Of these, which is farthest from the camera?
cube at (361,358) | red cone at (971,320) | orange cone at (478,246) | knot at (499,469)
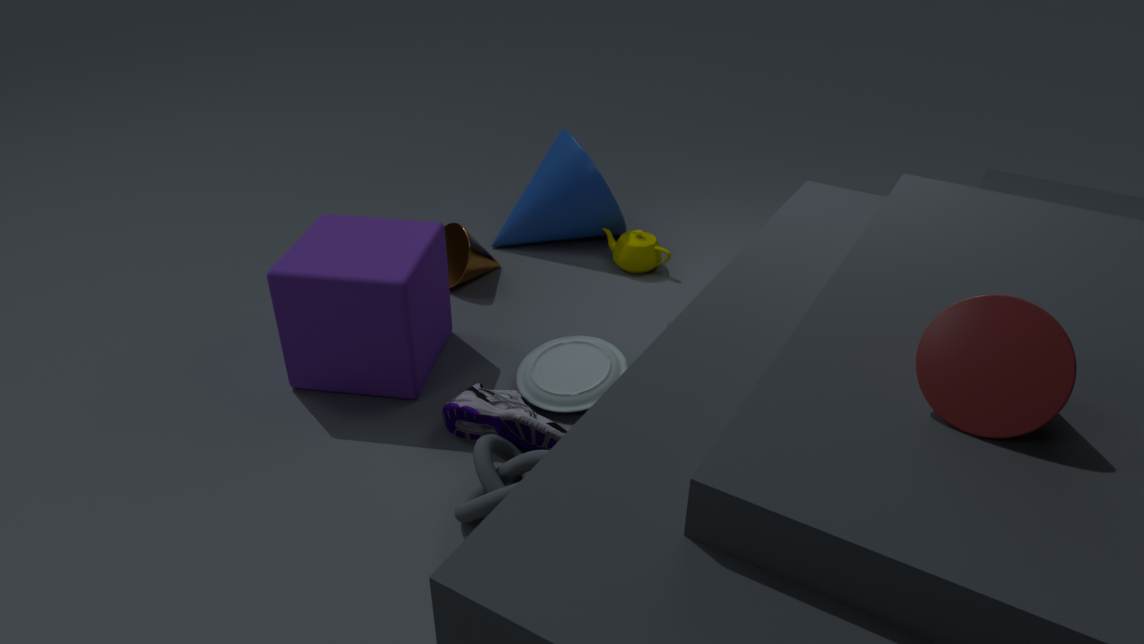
orange cone at (478,246)
